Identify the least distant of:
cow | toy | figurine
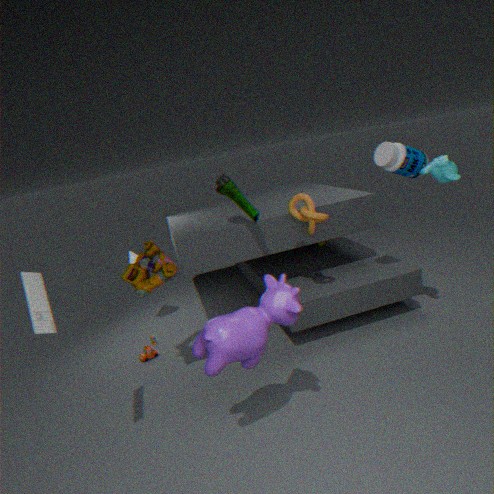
cow
